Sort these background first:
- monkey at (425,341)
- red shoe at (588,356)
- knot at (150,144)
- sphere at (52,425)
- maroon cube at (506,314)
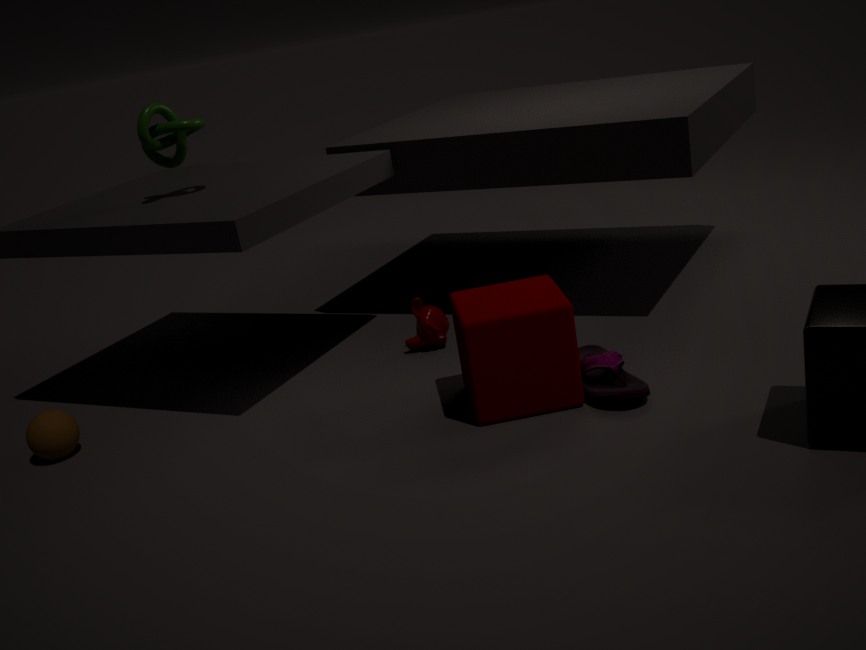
monkey at (425,341) < knot at (150,144) < sphere at (52,425) < red shoe at (588,356) < maroon cube at (506,314)
